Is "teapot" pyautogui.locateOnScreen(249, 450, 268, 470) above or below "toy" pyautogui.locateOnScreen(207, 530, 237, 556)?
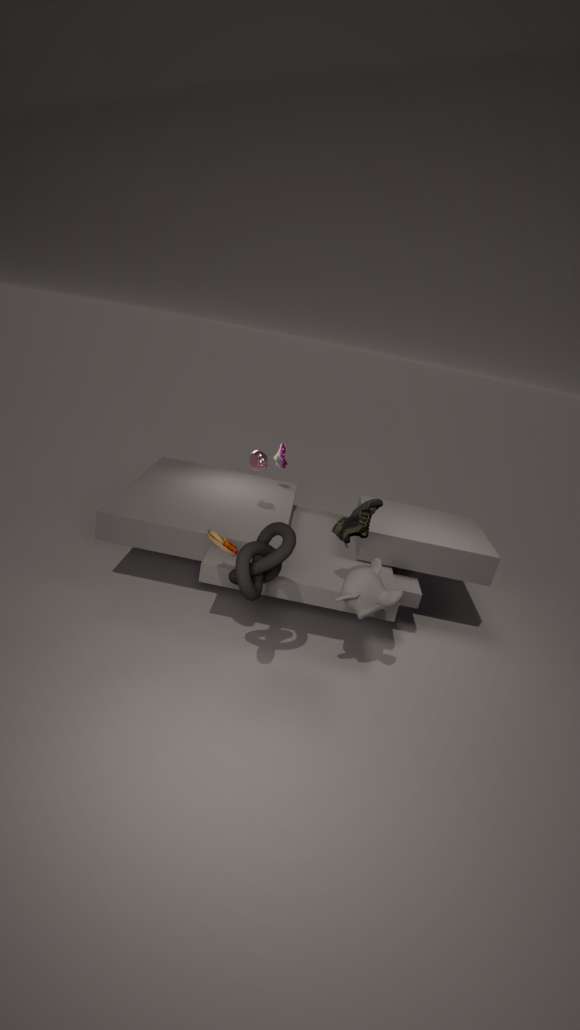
above
